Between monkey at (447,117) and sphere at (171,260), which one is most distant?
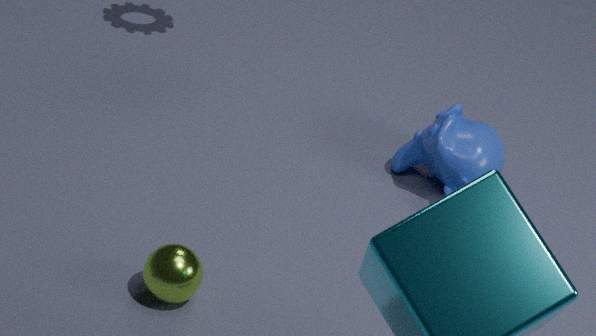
monkey at (447,117)
